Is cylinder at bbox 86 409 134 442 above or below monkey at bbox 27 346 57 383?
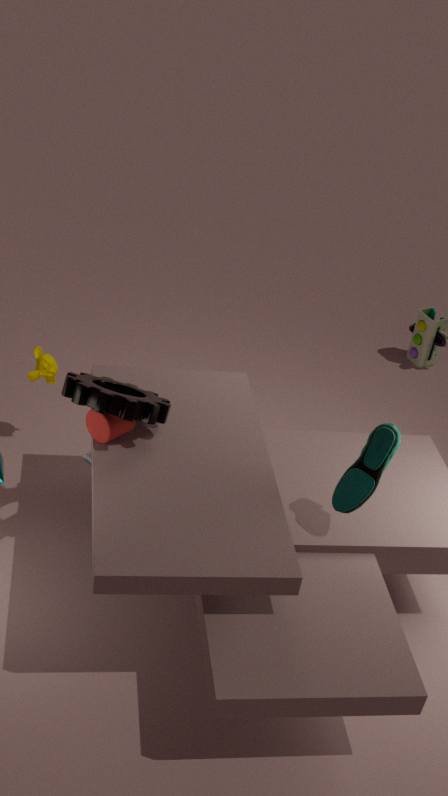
above
